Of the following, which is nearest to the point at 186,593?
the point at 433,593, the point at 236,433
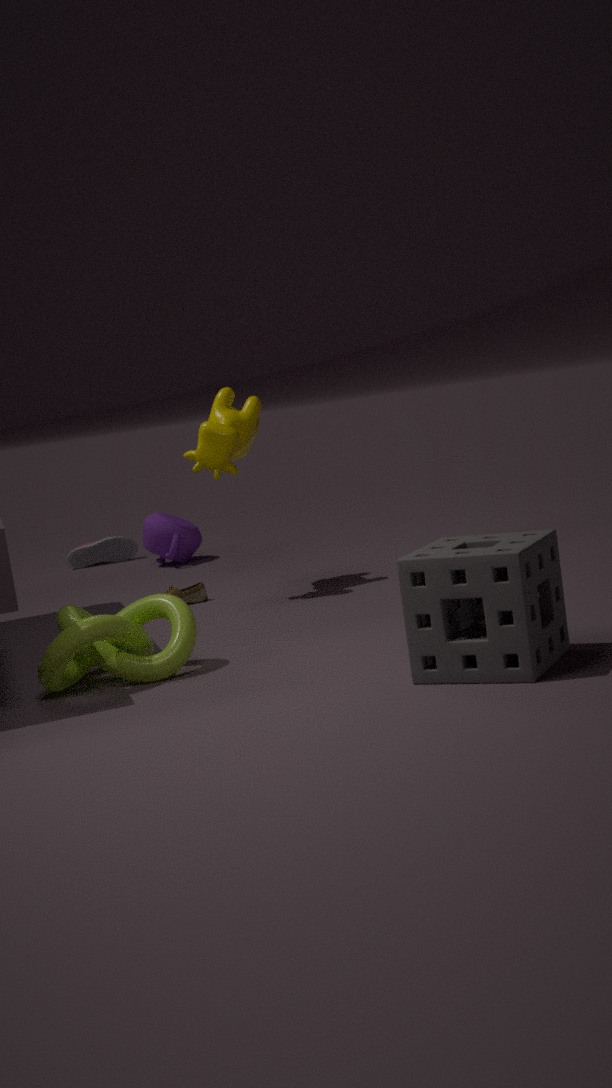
the point at 236,433
